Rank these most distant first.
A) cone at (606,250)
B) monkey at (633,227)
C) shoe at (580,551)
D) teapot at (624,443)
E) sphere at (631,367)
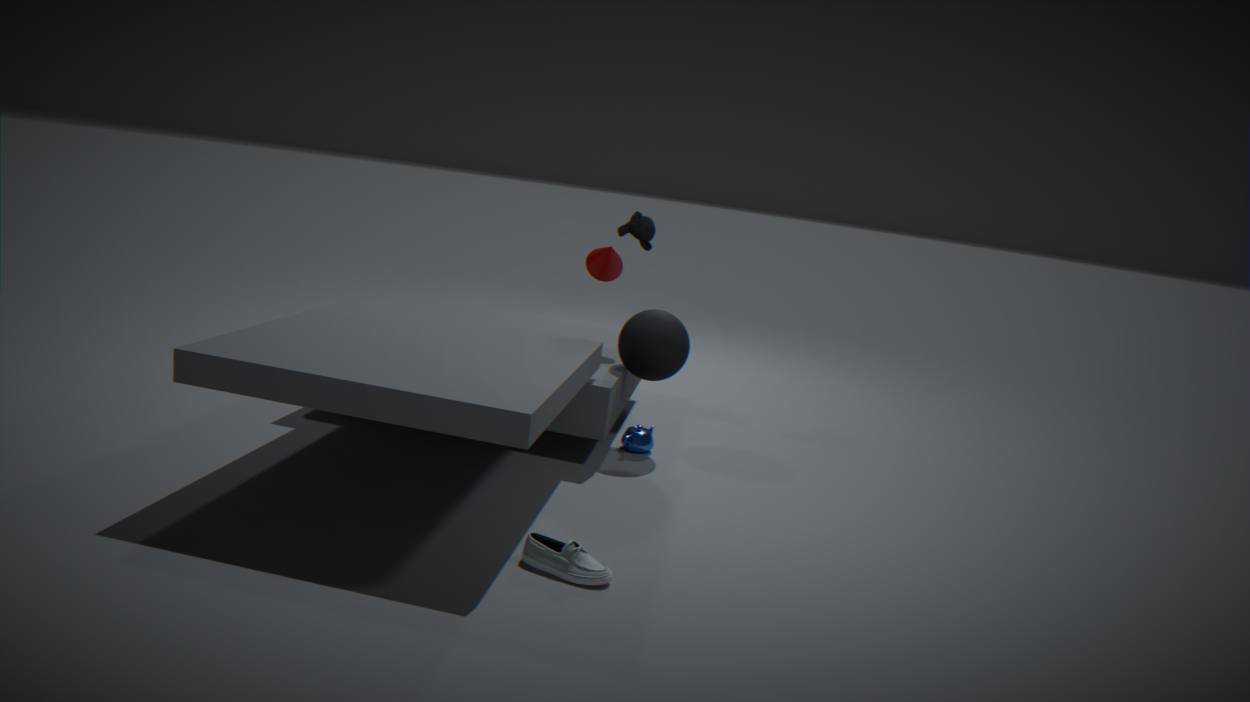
1. cone at (606,250)
2. monkey at (633,227)
3. teapot at (624,443)
4. sphere at (631,367)
5. shoe at (580,551)
